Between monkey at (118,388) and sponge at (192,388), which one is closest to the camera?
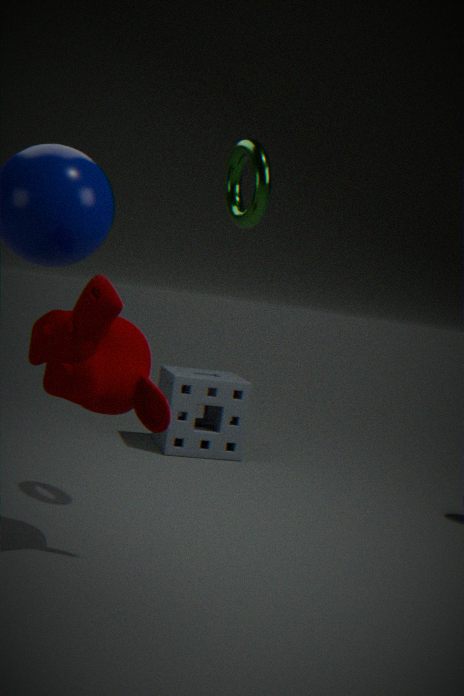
monkey at (118,388)
